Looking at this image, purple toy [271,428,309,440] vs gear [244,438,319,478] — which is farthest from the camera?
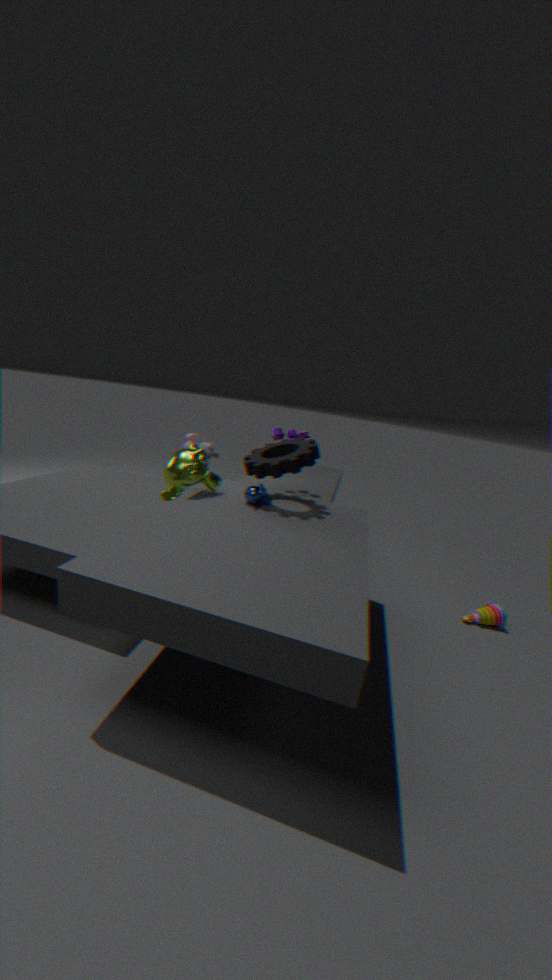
purple toy [271,428,309,440]
